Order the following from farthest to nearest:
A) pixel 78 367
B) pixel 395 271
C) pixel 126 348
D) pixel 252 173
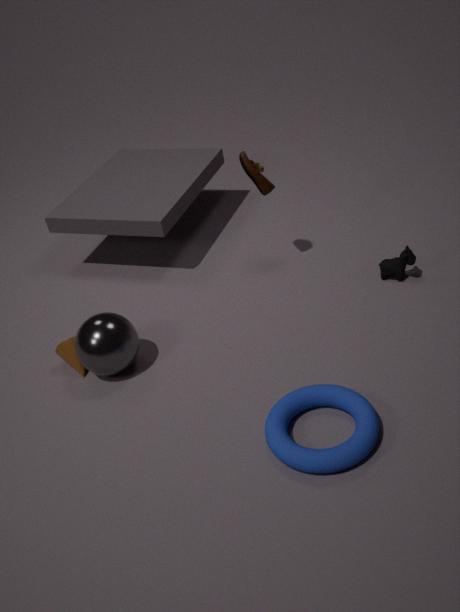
1. pixel 395 271
2. pixel 252 173
3. pixel 78 367
4. pixel 126 348
